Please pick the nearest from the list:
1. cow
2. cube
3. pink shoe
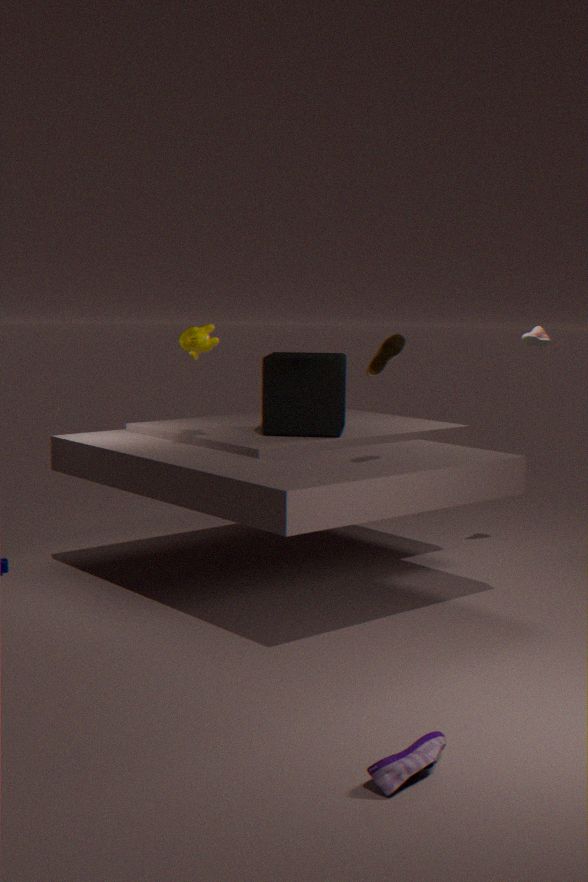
pink shoe
